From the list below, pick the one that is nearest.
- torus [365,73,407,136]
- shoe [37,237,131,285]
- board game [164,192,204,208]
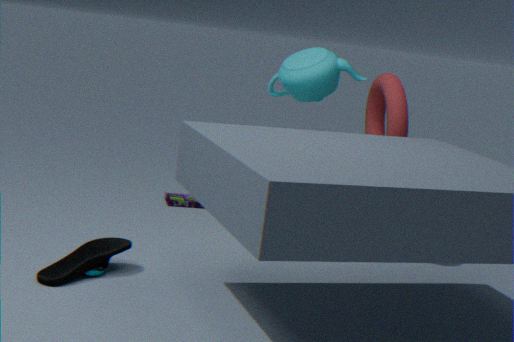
shoe [37,237,131,285]
